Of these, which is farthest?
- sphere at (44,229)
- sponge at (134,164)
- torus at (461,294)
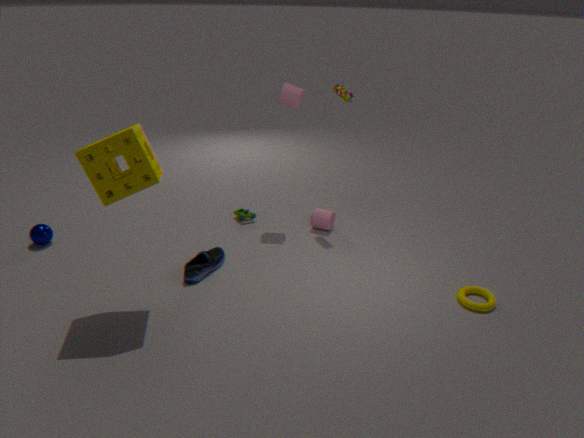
sphere at (44,229)
